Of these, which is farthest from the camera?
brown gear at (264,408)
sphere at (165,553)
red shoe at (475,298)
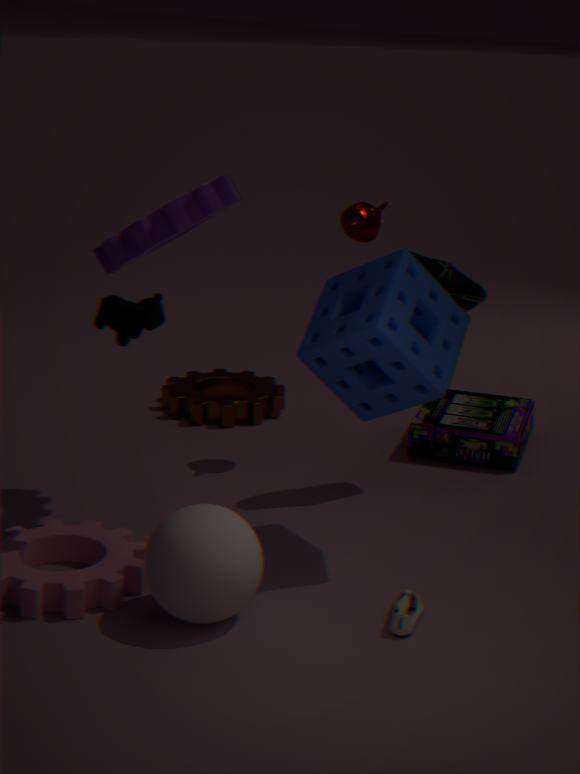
brown gear at (264,408)
